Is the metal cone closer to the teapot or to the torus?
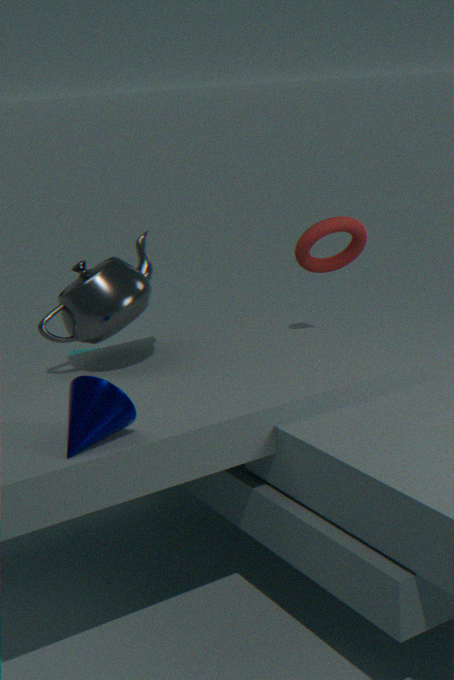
the teapot
